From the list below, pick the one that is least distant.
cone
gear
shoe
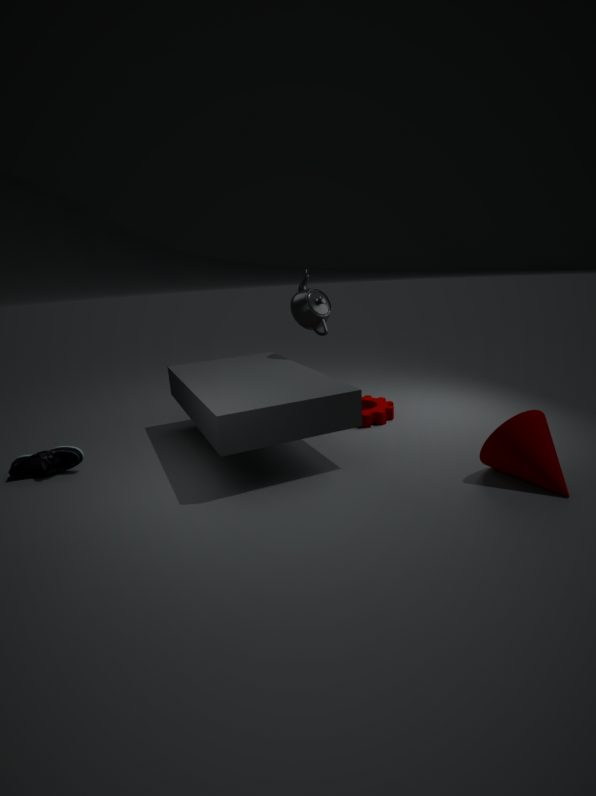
cone
